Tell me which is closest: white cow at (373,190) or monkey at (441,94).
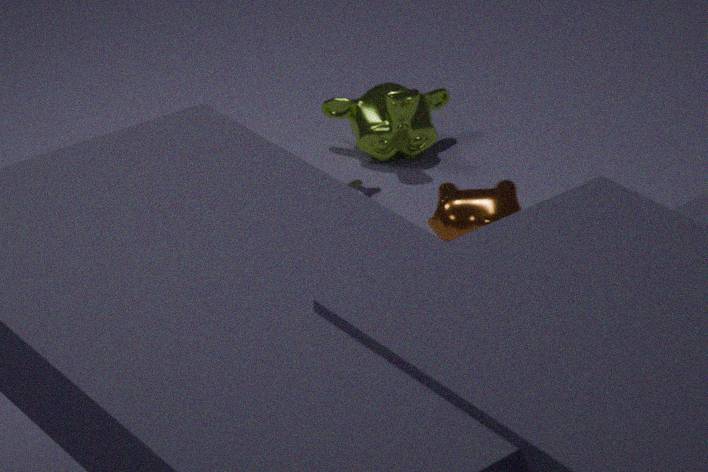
white cow at (373,190)
